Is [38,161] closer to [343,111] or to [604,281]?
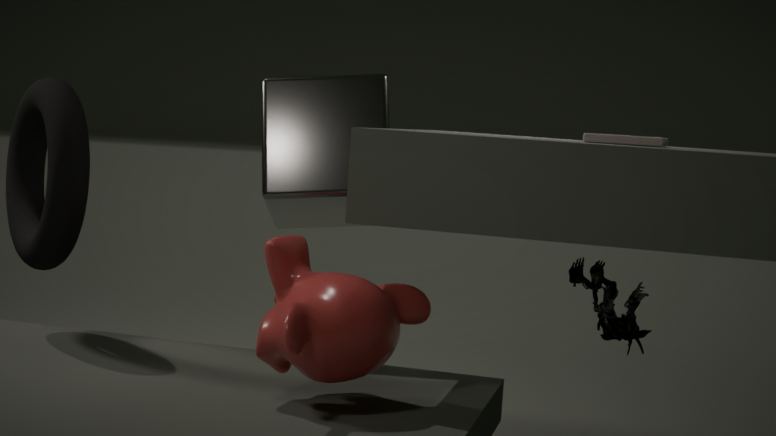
[343,111]
